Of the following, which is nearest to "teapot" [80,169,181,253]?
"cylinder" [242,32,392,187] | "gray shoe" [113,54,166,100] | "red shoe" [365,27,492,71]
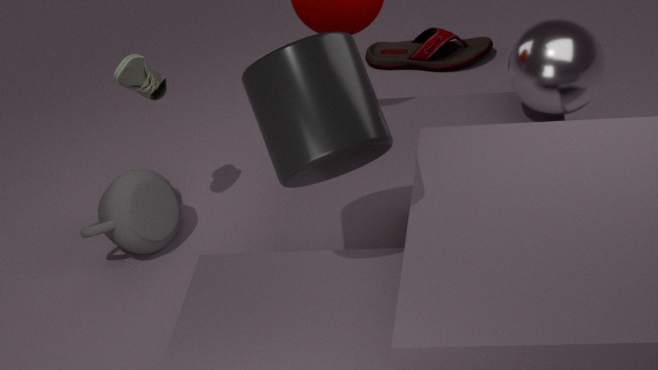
"gray shoe" [113,54,166,100]
